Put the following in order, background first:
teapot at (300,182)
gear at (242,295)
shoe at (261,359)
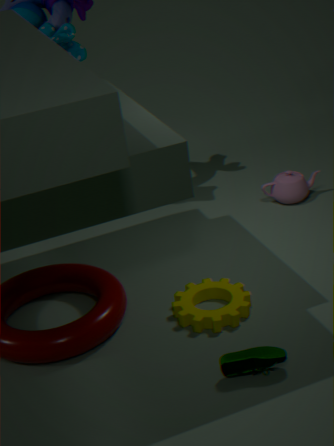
teapot at (300,182) < gear at (242,295) < shoe at (261,359)
